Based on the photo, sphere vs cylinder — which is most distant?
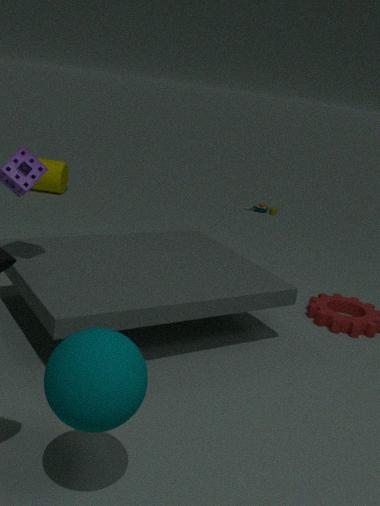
cylinder
